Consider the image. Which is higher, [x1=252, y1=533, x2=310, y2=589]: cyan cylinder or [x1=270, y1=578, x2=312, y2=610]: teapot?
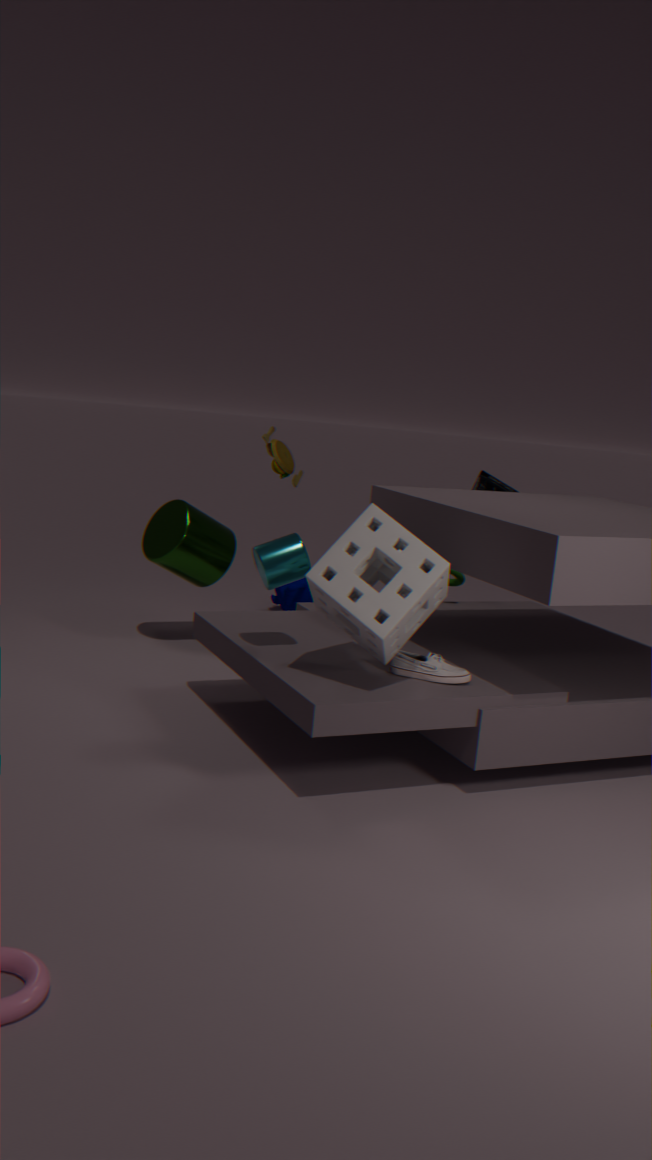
[x1=252, y1=533, x2=310, y2=589]: cyan cylinder
